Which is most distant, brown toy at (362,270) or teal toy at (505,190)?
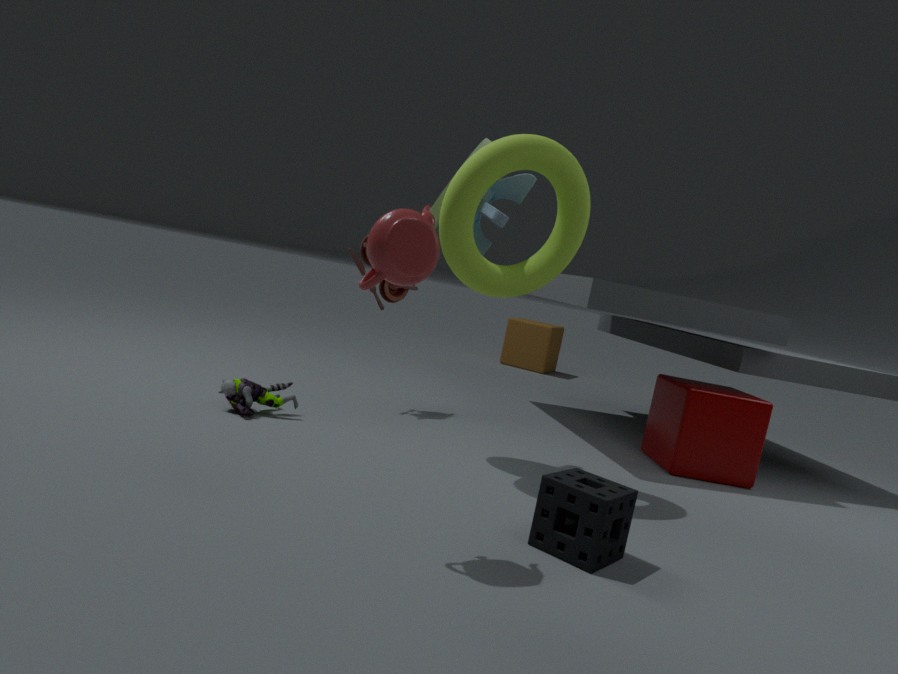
brown toy at (362,270)
